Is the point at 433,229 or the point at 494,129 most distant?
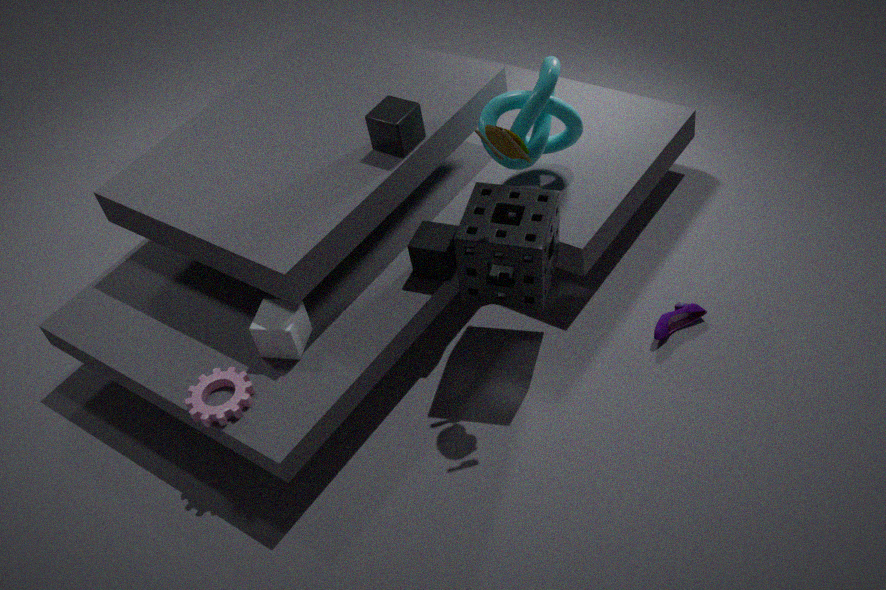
the point at 433,229
